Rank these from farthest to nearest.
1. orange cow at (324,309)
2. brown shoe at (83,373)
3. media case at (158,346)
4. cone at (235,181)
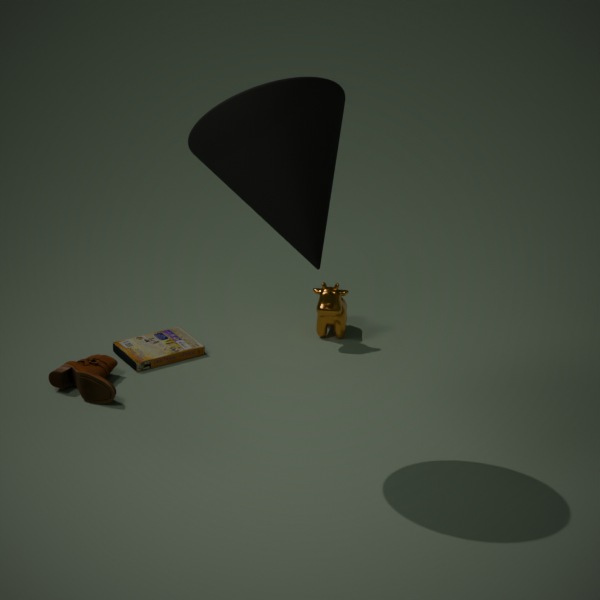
orange cow at (324,309), media case at (158,346), brown shoe at (83,373), cone at (235,181)
